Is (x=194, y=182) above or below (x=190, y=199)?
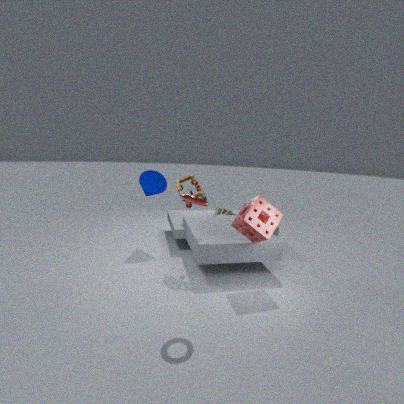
below
